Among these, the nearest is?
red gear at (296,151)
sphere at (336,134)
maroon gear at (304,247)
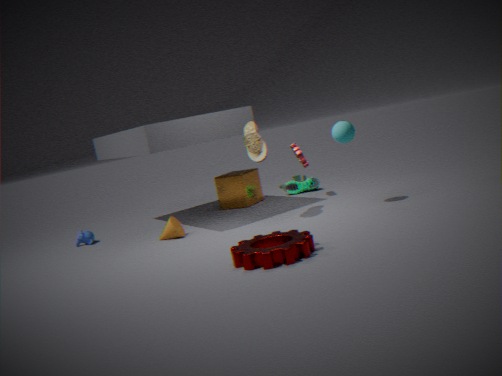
maroon gear at (304,247)
